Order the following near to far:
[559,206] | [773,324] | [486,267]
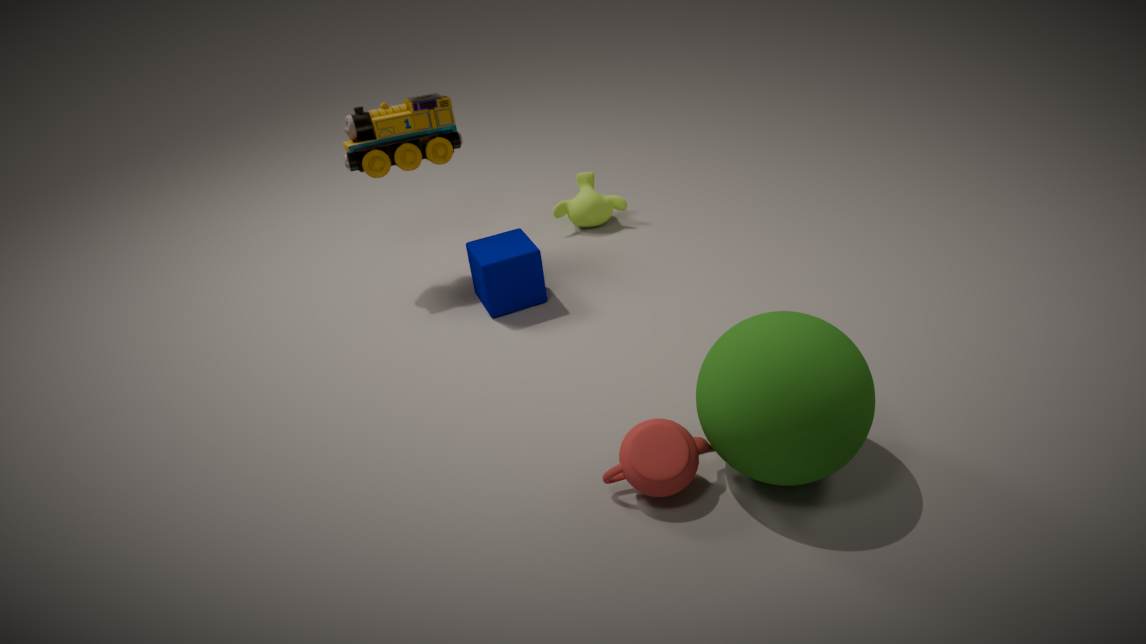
[773,324]
[486,267]
[559,206]
